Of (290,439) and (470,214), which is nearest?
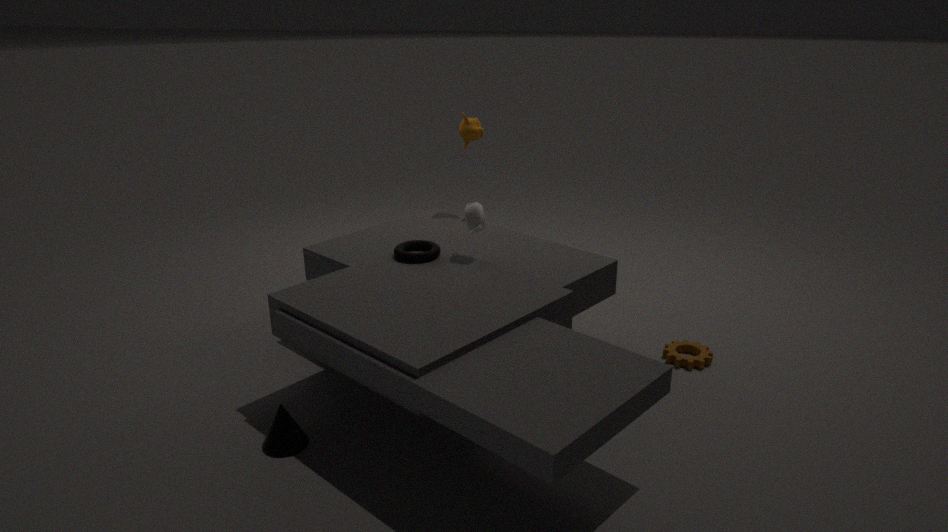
(290,439)
